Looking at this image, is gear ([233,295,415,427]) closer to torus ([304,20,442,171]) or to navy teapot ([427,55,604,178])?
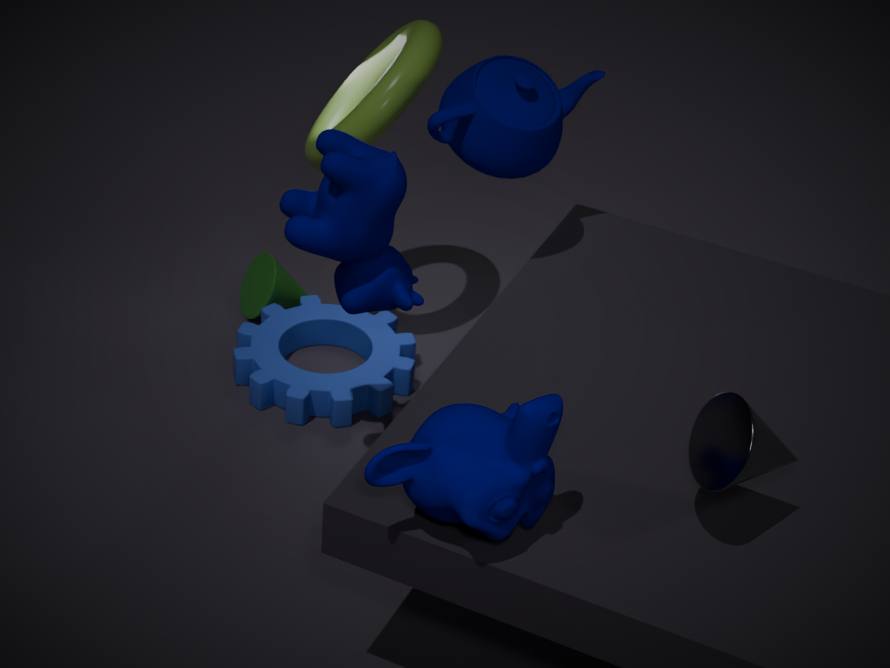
torus ([304,20,442,171])
